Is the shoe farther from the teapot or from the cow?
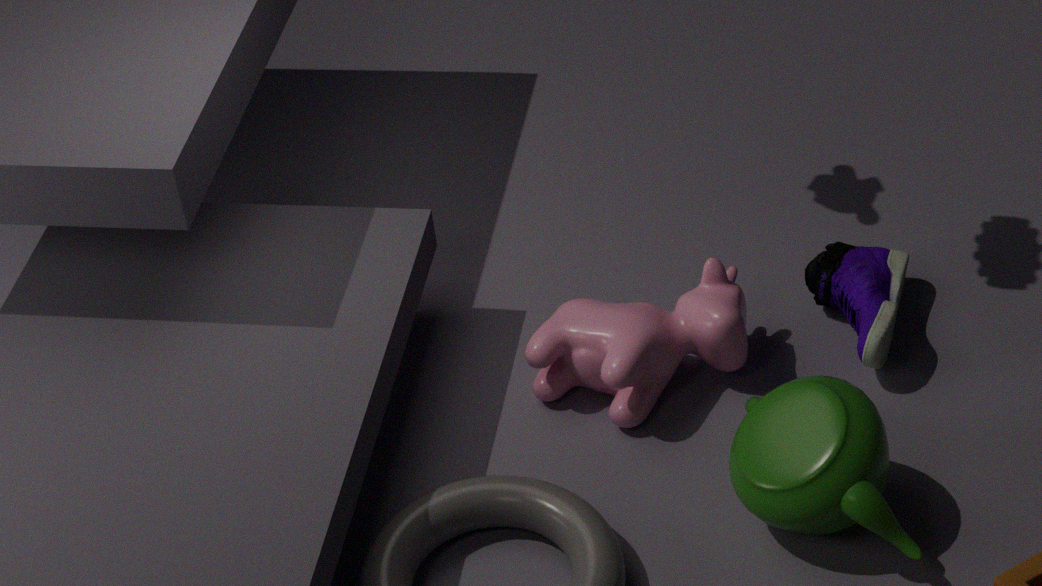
the teapot
